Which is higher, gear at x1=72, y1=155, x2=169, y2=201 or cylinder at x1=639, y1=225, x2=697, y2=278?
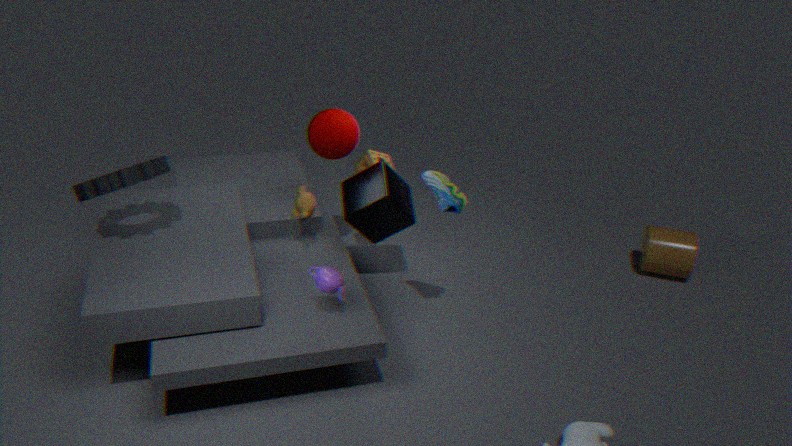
gear at x1=72, y1=155, x2=169, y2=201
